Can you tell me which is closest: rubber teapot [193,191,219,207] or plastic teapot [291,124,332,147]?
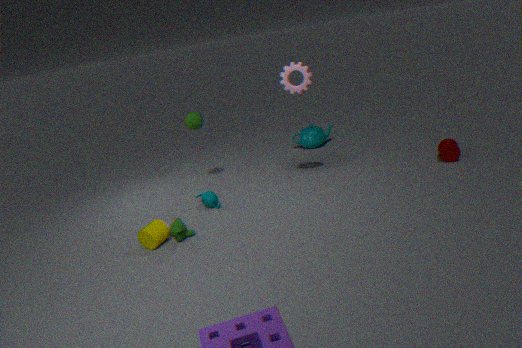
rubber teapot [193,191,219,207]
